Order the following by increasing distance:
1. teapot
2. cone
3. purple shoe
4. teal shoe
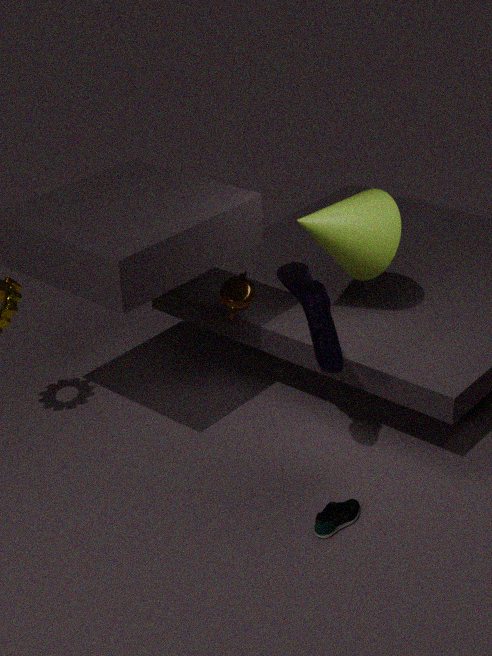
teal shoe, purple shoe, cone, teapot
